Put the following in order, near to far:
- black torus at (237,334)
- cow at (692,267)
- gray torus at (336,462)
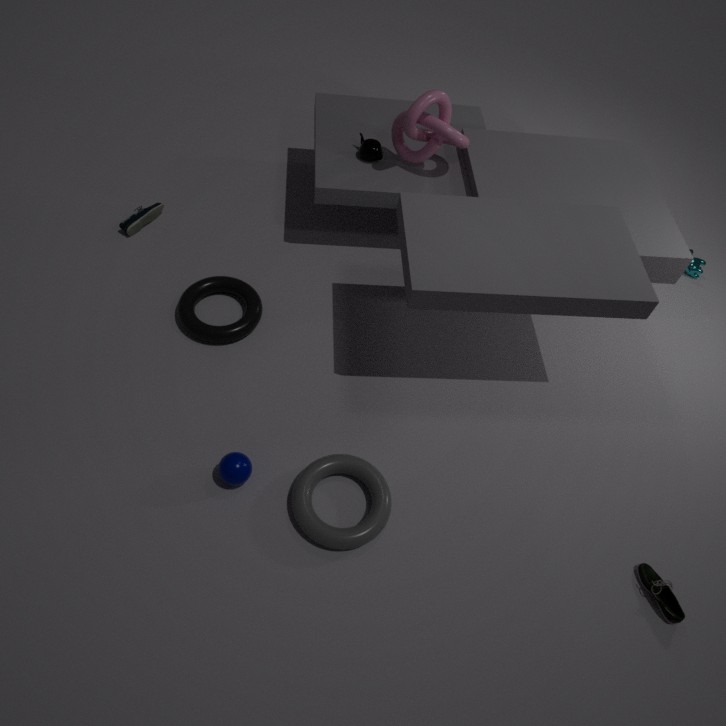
1. gray torus at (336,462)
2. black torus at (237,334)
3. cow at (692,267)
